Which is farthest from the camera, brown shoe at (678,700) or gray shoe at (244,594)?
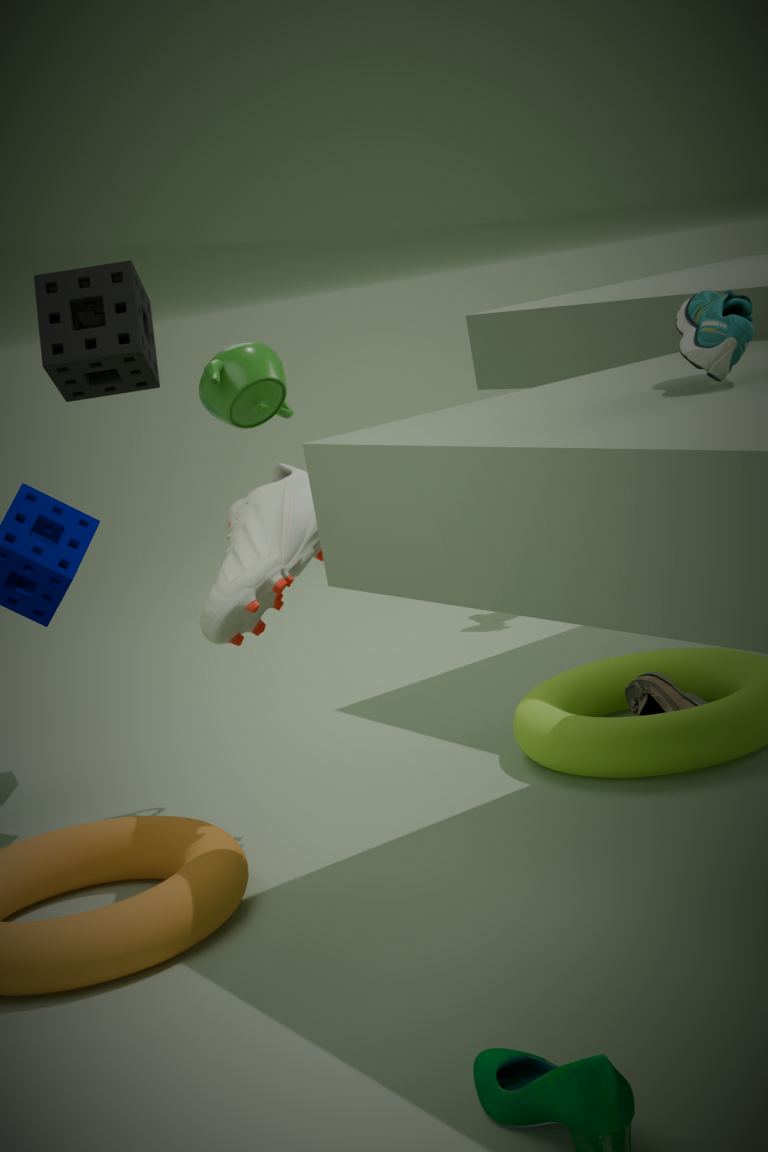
brown shoe at (678,700)
